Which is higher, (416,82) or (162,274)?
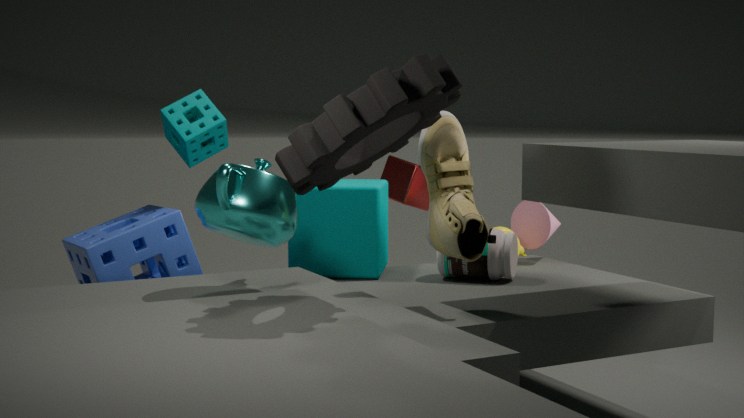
(416,82)
